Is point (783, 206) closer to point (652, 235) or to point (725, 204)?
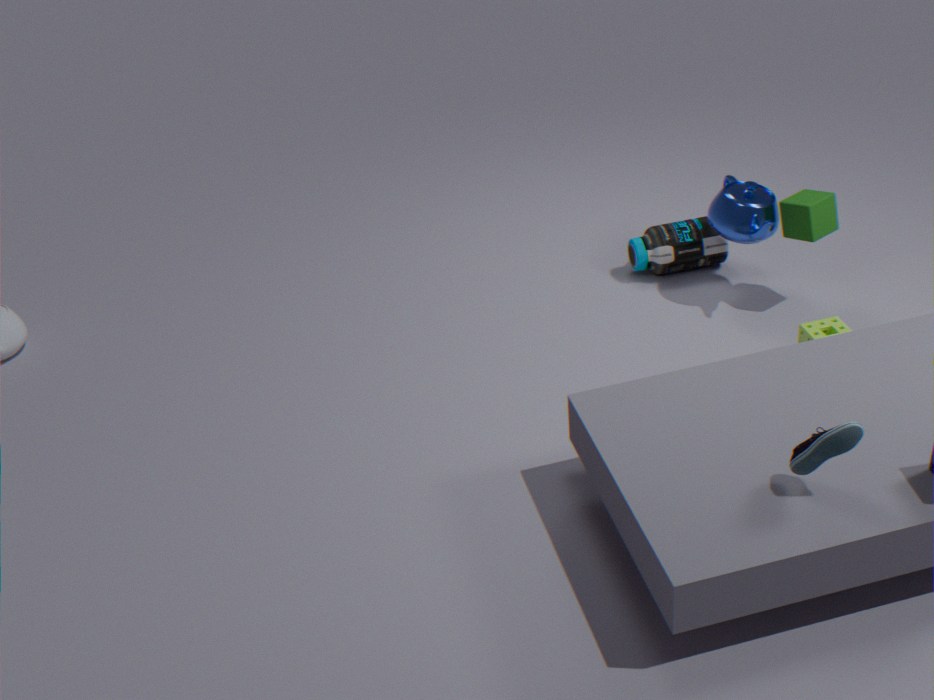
point (725, 204)
